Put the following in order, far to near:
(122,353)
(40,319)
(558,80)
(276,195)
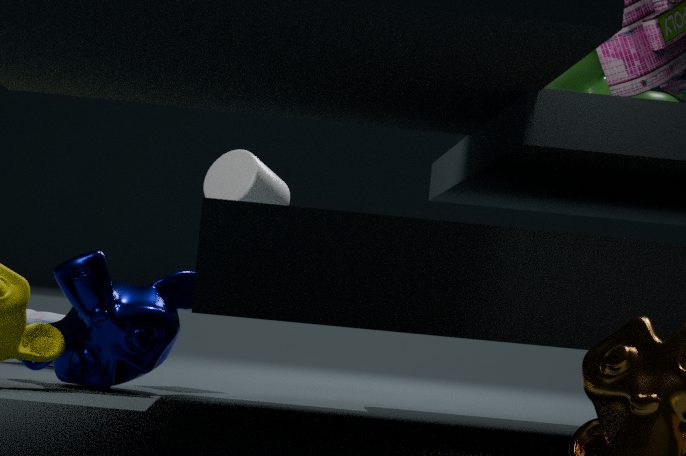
(40,319), (276,195), (558,80), (122,353)
